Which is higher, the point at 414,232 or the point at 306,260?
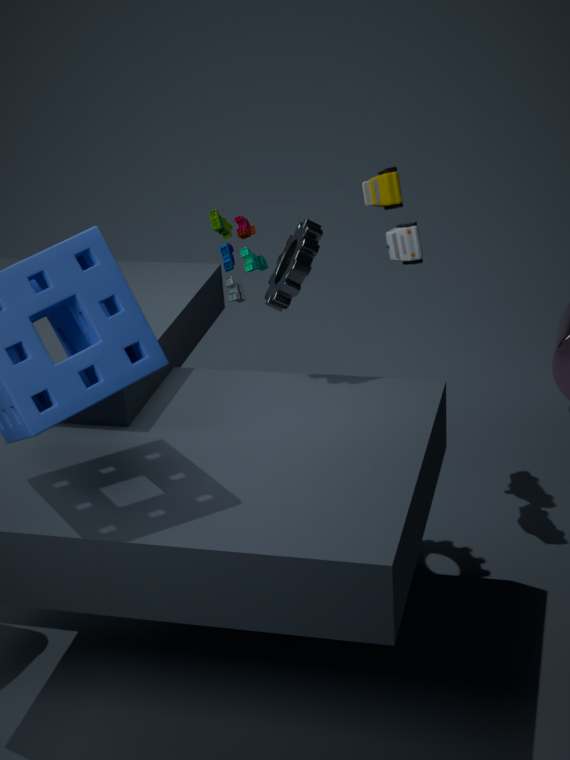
the point at 414,232
